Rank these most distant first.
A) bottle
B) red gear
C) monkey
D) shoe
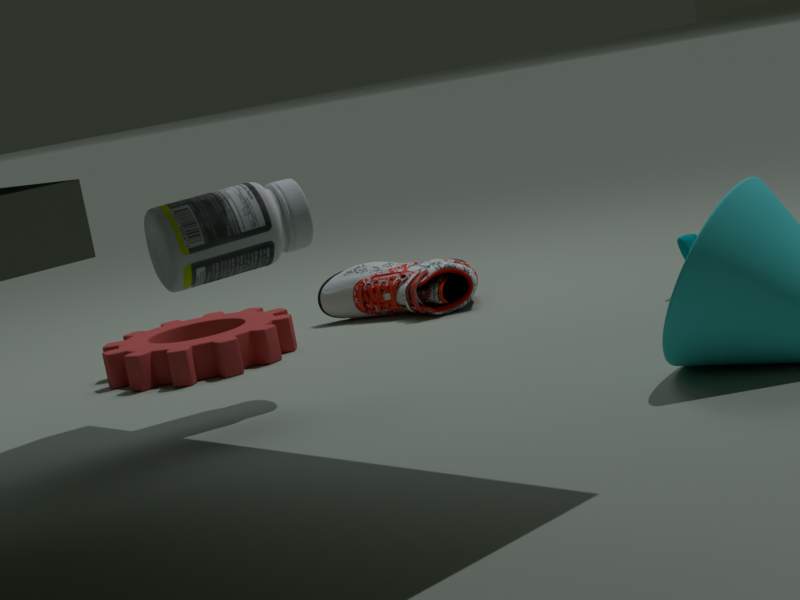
shoe < red gear < monkey < bottle
